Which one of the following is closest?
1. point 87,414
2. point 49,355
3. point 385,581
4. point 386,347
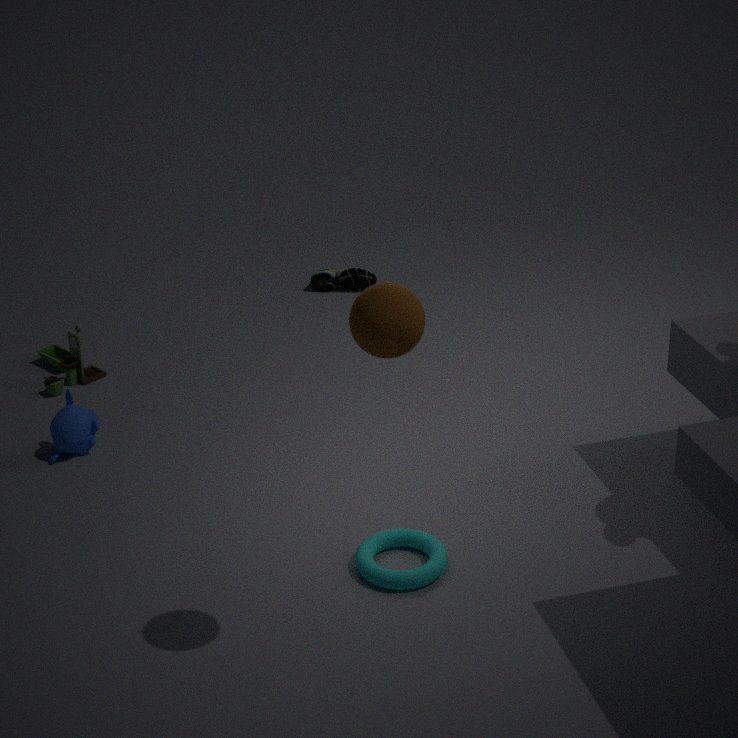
point 386,347
